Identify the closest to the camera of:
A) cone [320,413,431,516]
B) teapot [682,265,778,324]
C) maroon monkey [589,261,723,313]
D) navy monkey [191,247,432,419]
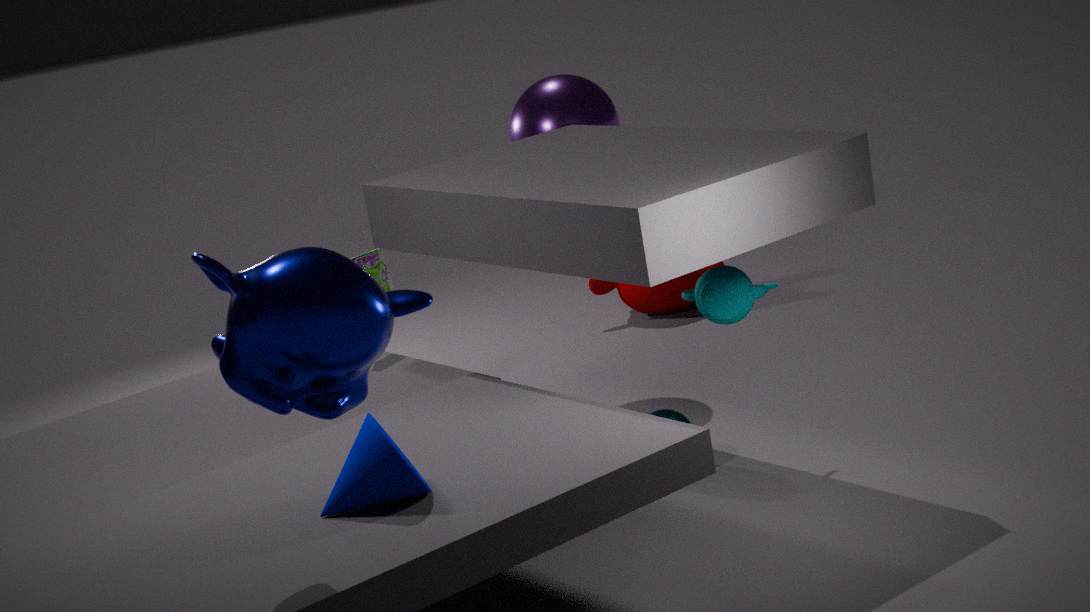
navy monkey [191,247,432,419]
